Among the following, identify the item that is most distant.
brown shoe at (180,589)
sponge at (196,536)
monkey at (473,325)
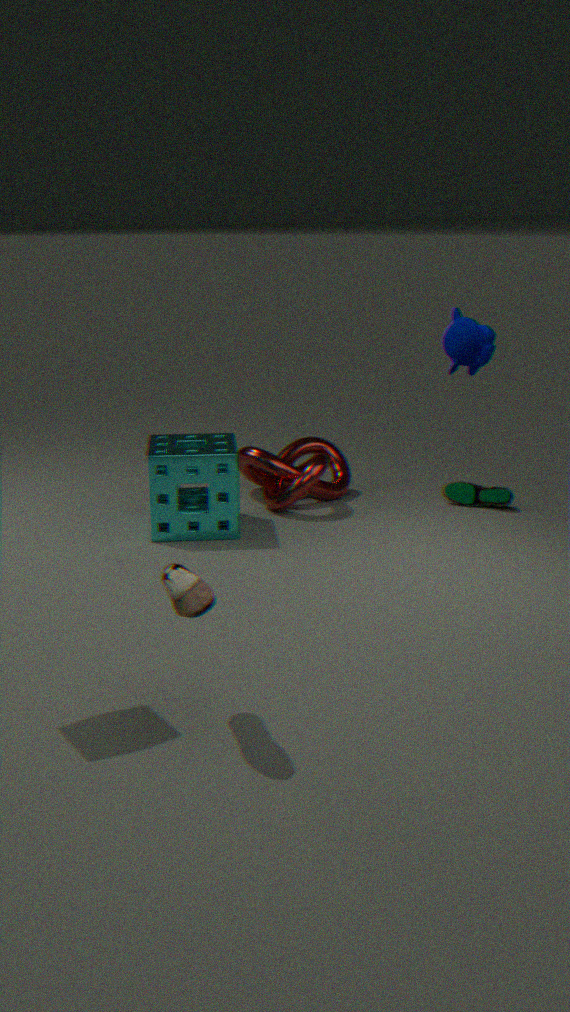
sponge at (196,536)
